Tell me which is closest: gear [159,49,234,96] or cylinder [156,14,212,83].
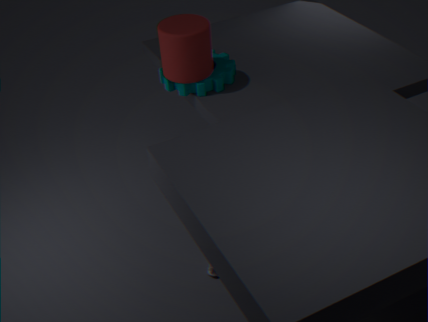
cylinder [156,14,212,83]
